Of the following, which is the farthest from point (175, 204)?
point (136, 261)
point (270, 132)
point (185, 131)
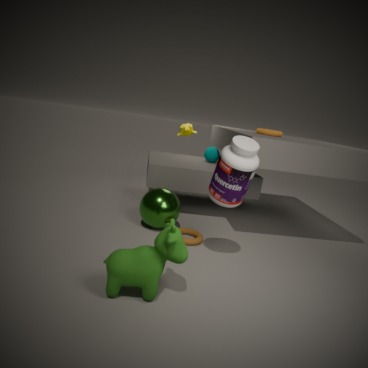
point (185, 131)
